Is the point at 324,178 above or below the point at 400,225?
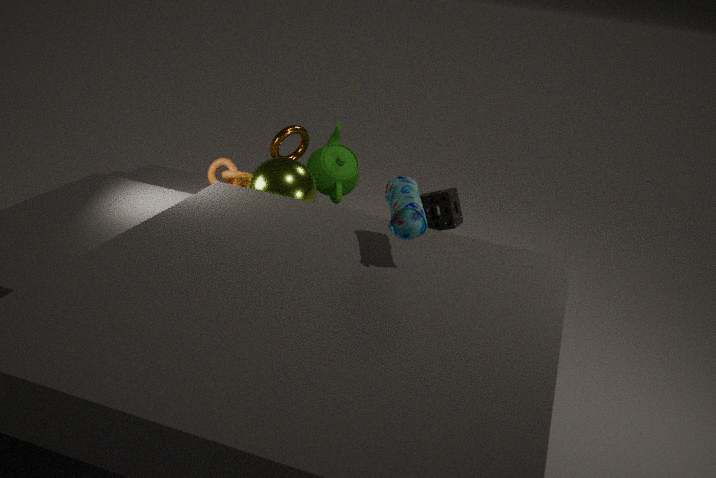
below
